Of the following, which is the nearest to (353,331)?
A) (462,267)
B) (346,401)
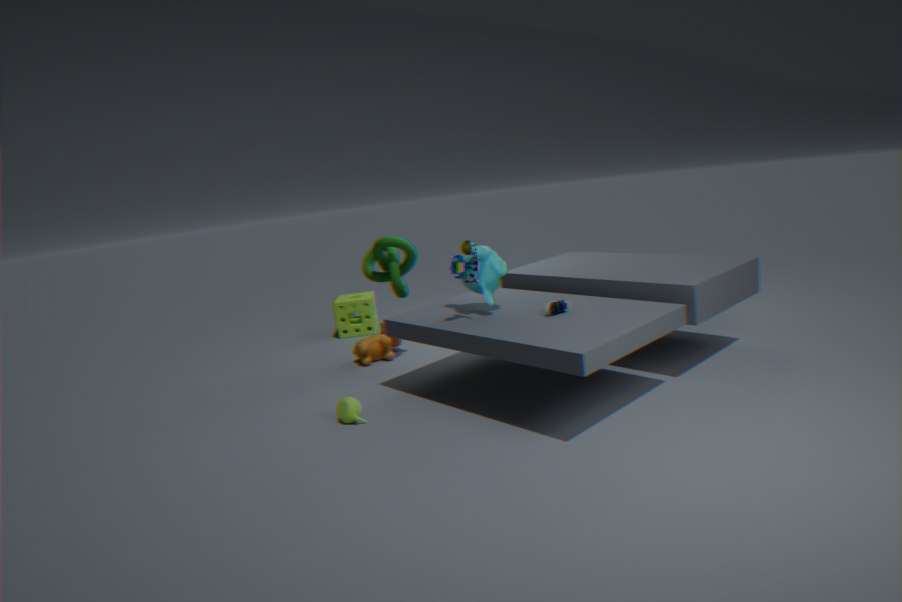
(346,401)
